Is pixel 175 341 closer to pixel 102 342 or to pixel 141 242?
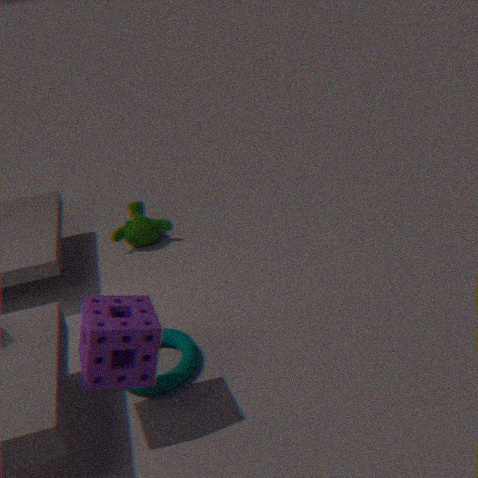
pixel 102 342
